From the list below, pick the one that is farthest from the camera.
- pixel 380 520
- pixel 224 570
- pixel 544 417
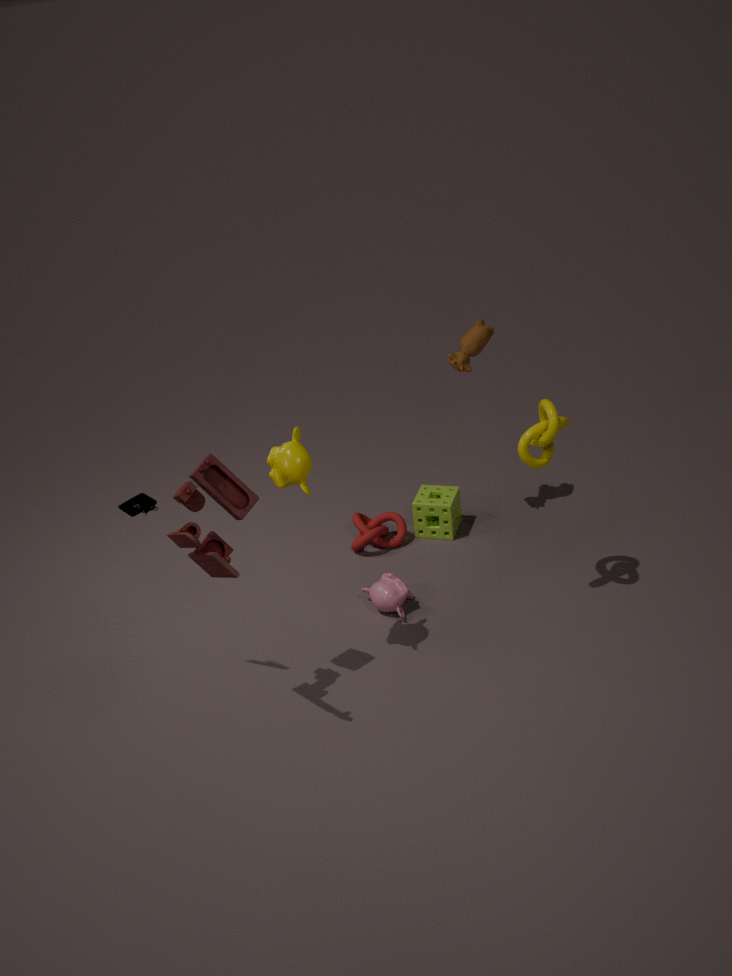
pixel 380 520
